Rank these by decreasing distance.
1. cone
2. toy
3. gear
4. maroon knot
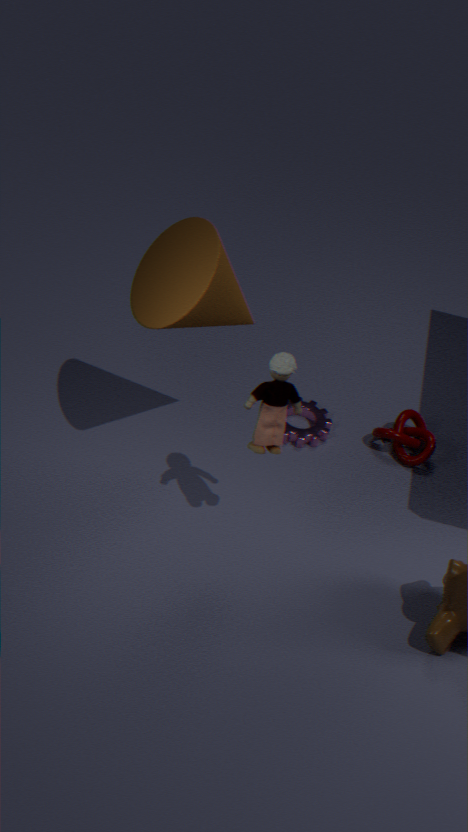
gear → maroon knot → cone → toy
